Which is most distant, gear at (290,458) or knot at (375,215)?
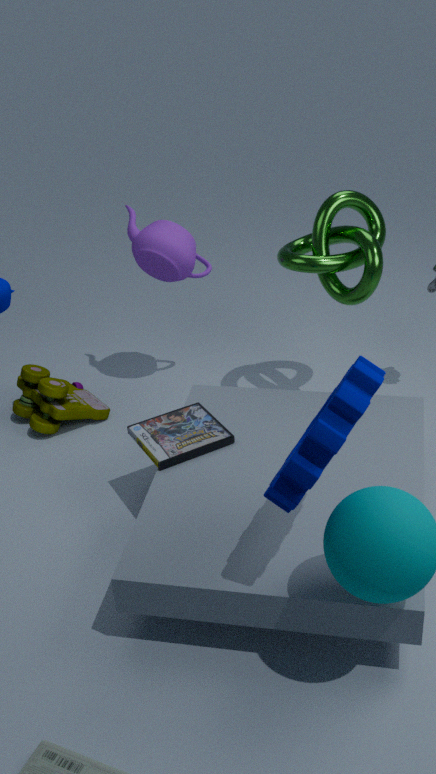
knot at (375,215)
